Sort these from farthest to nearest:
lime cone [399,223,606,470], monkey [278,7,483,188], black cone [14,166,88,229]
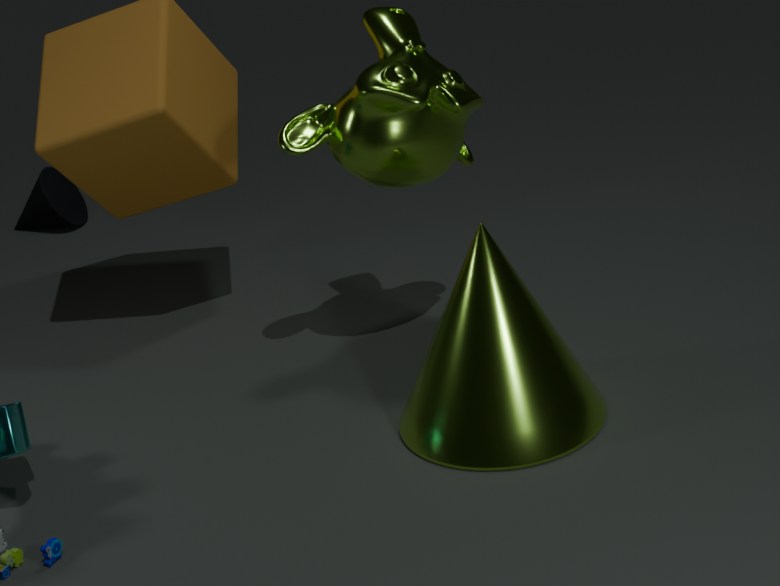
black cone [14,166,88,229], monkey [278,7,483,188], lime cone [399,223,606,470]
